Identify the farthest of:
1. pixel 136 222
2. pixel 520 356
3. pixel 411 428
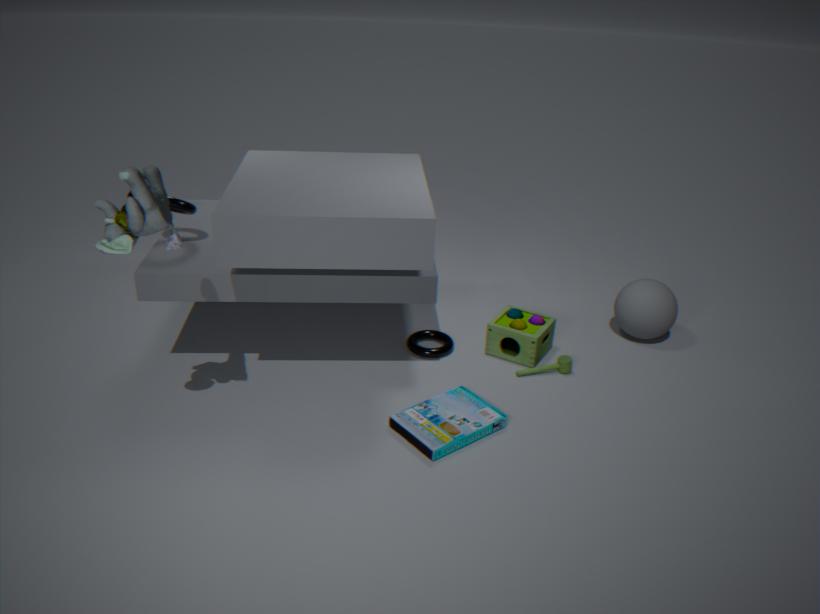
pixel 520 356
